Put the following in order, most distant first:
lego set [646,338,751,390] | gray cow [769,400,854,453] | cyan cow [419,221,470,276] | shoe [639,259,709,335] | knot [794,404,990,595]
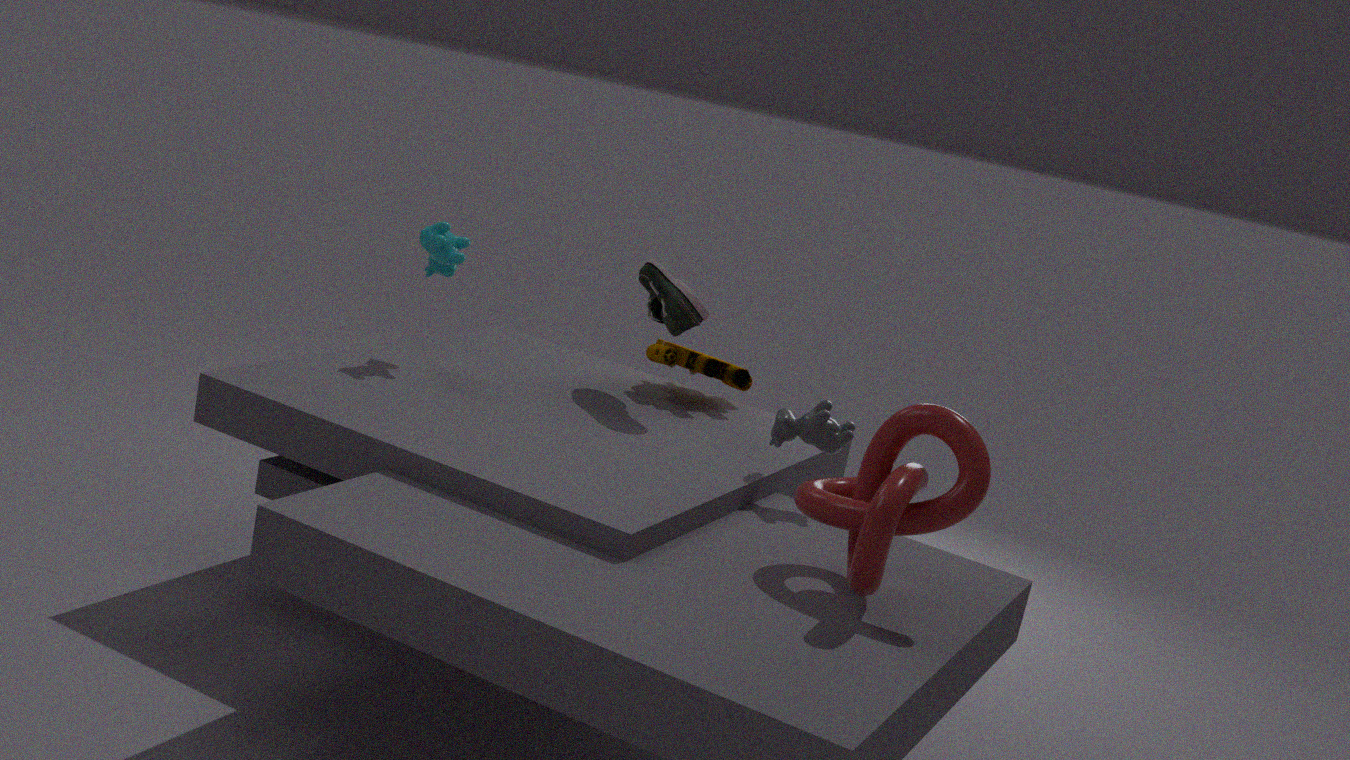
lego set [646,338,751,390] → cyan cow [419,221,470,276] → shoe [639,259,709,335] → gray cow [769,400,854,453] → knot [794,404,990,595]
